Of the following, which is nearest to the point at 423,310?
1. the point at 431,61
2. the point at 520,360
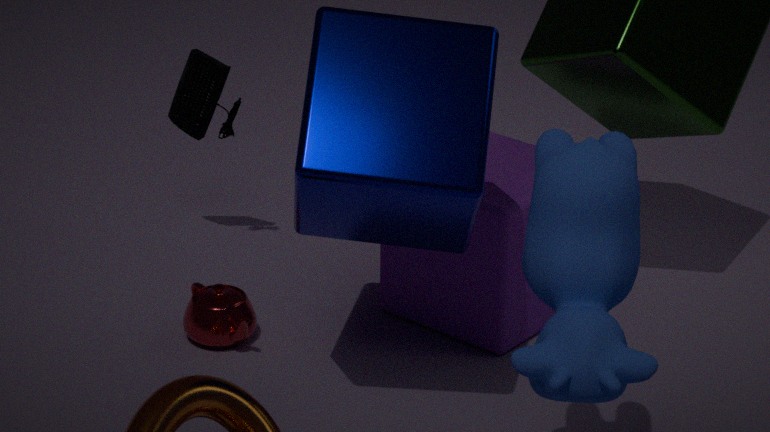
the point at 431,61
